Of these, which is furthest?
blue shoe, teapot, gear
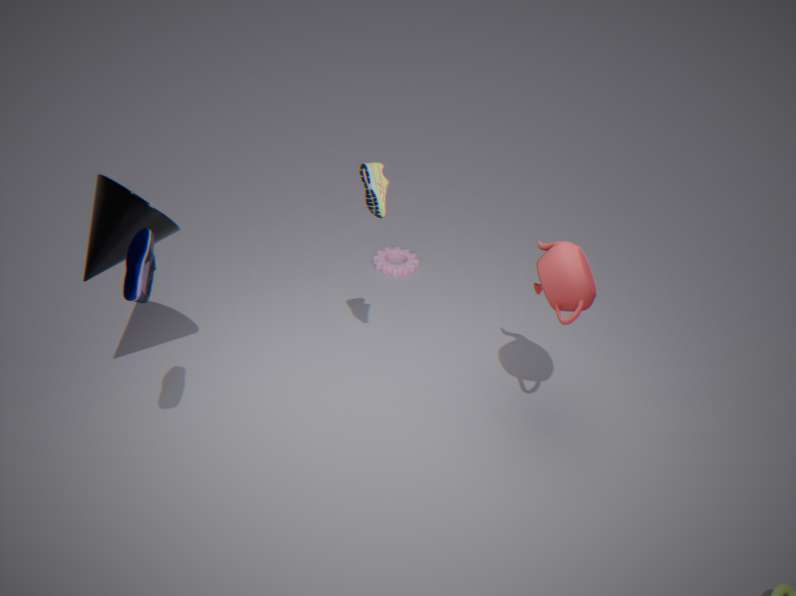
gear
